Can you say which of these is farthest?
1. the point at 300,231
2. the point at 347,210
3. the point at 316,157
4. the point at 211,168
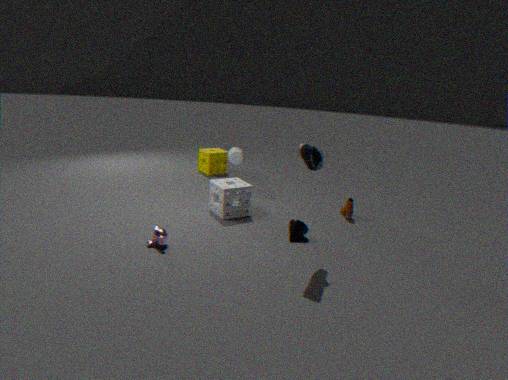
the point at 211,168
